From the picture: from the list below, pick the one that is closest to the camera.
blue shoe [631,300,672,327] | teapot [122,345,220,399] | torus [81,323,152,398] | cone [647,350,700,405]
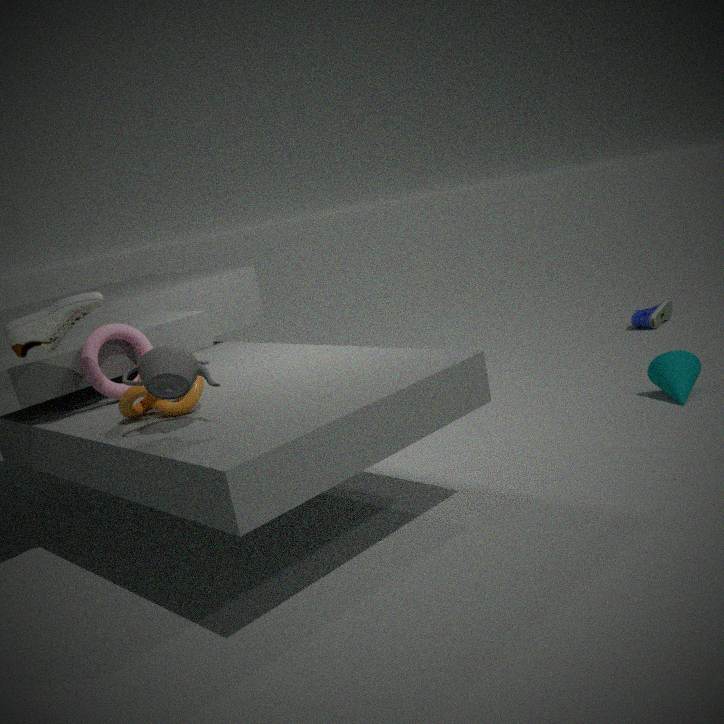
teapot [122,345,220,399]
